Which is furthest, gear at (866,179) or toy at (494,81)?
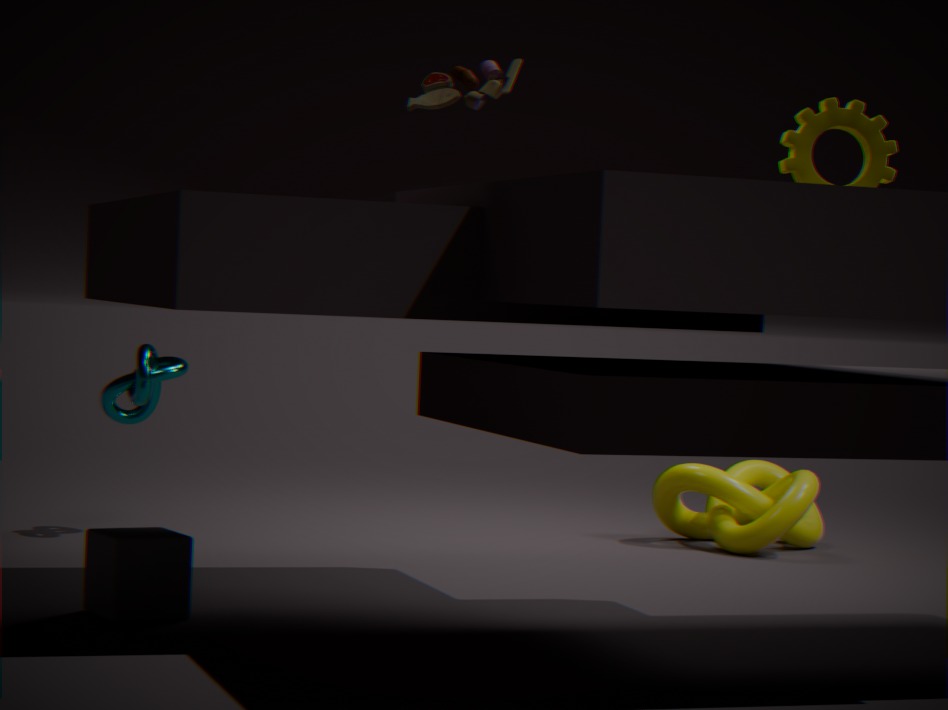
gear at (866,179)
